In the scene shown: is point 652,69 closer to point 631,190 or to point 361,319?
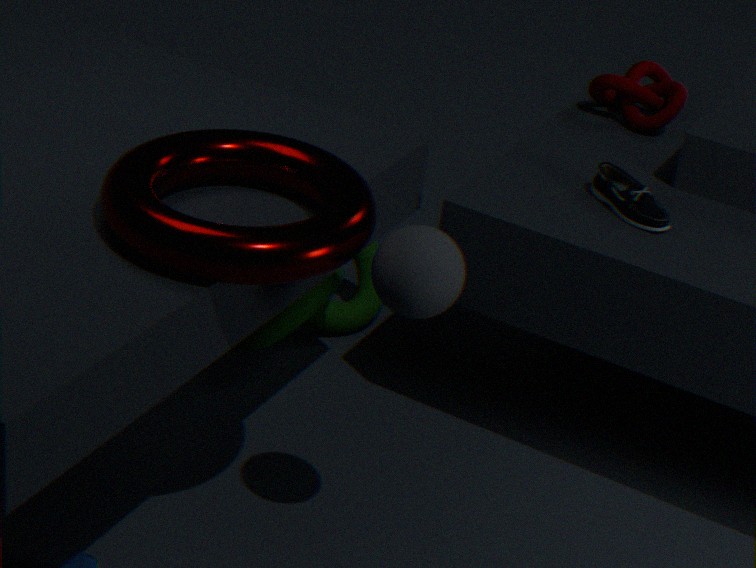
point 631,190
